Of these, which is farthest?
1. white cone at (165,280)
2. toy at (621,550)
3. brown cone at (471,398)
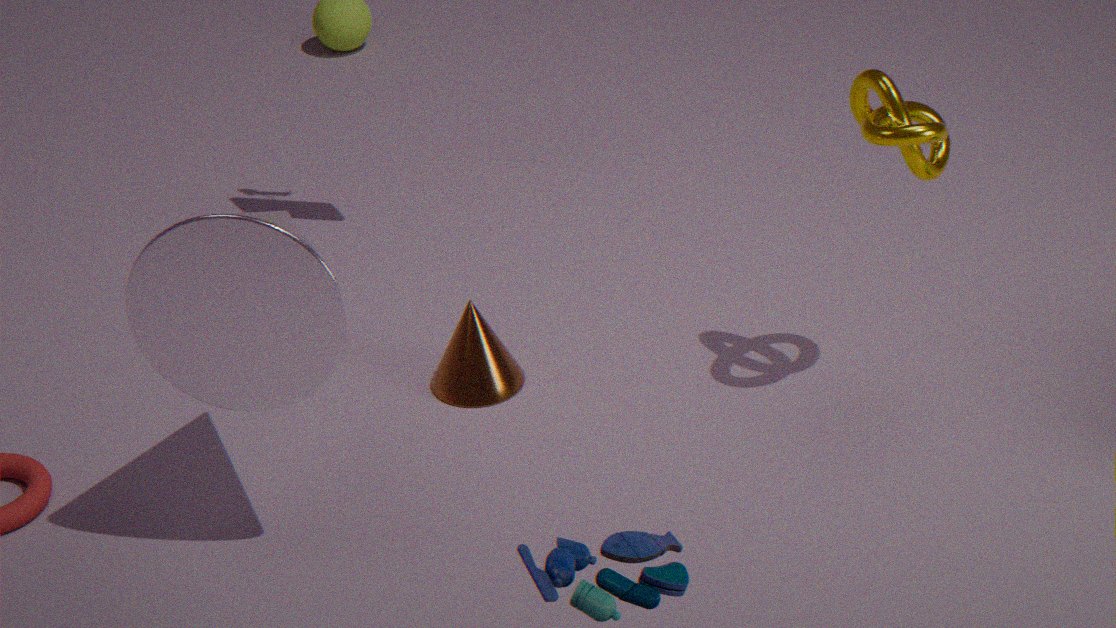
brown cone at (471,398)
